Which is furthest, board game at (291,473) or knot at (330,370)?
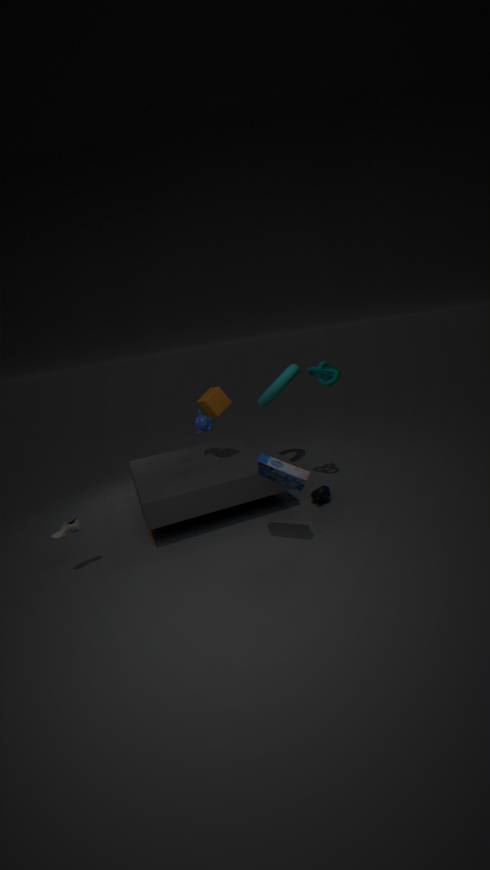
knot at (330,370)
